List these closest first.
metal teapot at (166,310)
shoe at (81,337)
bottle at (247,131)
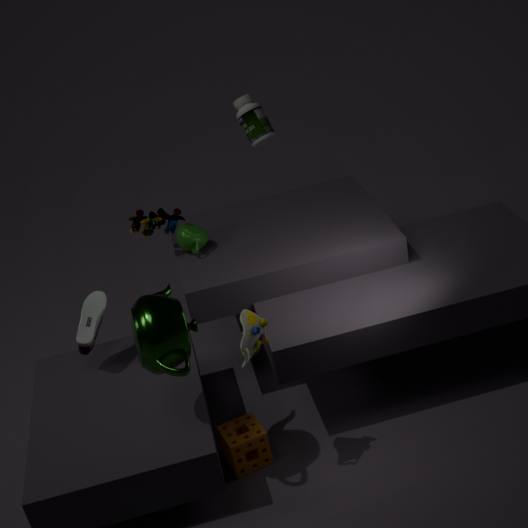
metal teapot at (166,310) < shoe at (81,337) < bottle at (247,131)
